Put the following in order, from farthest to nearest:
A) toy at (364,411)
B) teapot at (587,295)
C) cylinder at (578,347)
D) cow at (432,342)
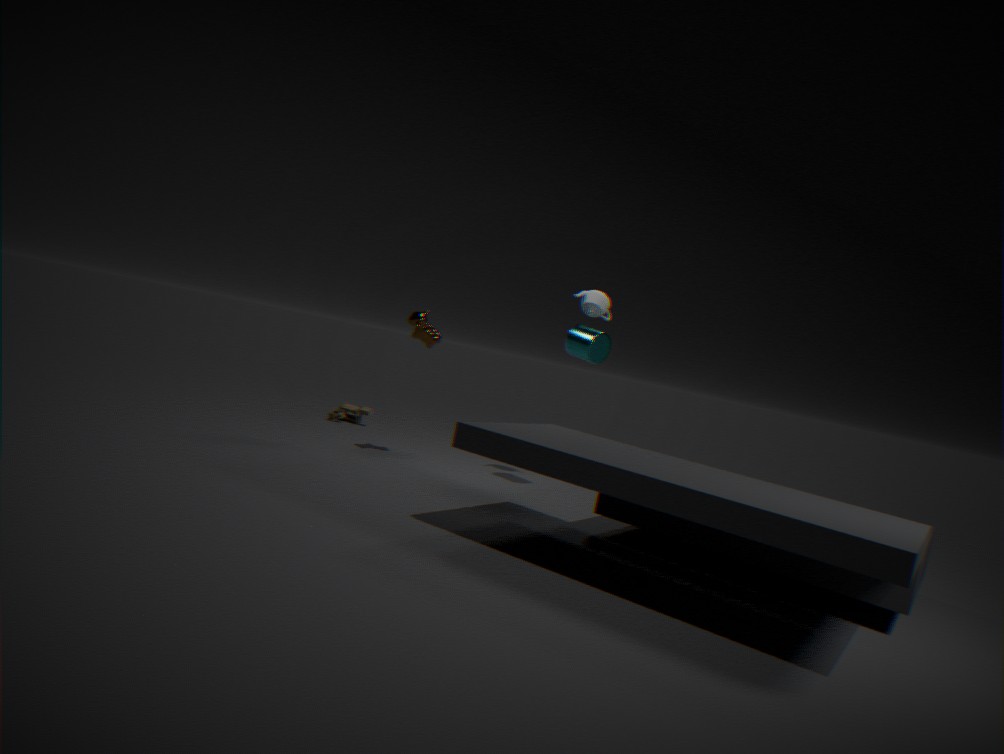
1. toy at (364,411)
2. teapot at (587,295)
3. cow at (432,342)
4. cylinder at (578,347)
